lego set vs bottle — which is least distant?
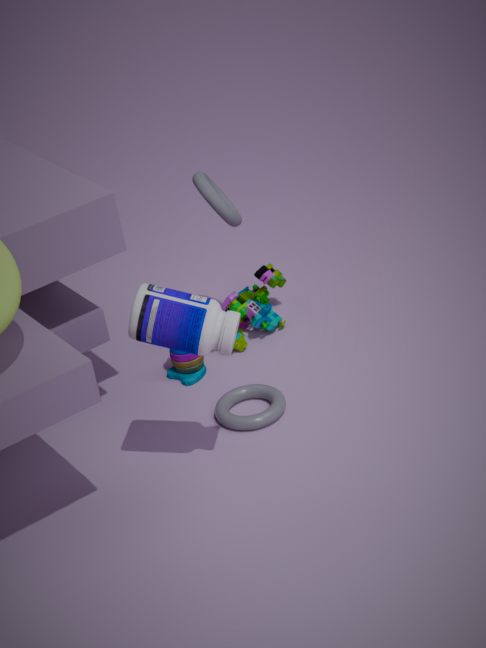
bottle
